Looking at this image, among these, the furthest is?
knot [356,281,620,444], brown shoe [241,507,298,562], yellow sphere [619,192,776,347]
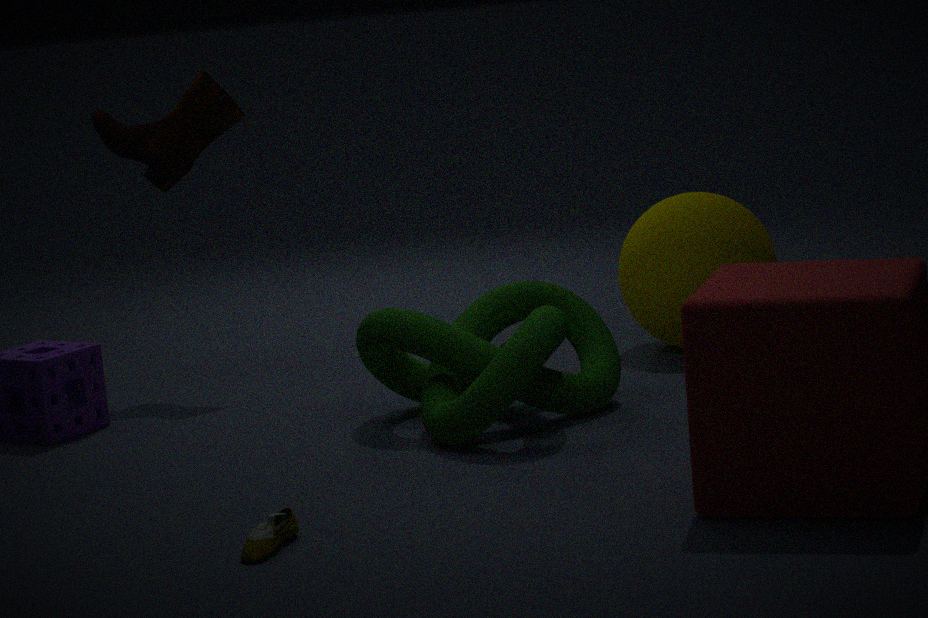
yellow sphere [619,192,776,347]
